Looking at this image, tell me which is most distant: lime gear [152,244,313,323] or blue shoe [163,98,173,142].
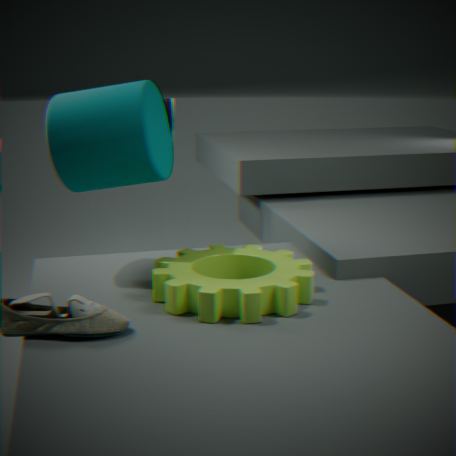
blue shoe [163,98,173,142]
